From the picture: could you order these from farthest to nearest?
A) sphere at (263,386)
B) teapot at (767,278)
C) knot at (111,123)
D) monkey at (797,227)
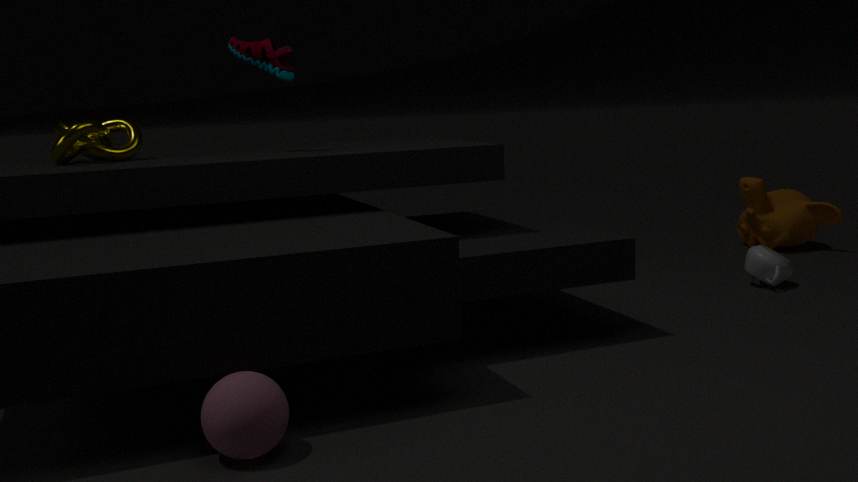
monkey at (797,227), teapot at (767,278), knot at (111,123), sphere at (263,386)
